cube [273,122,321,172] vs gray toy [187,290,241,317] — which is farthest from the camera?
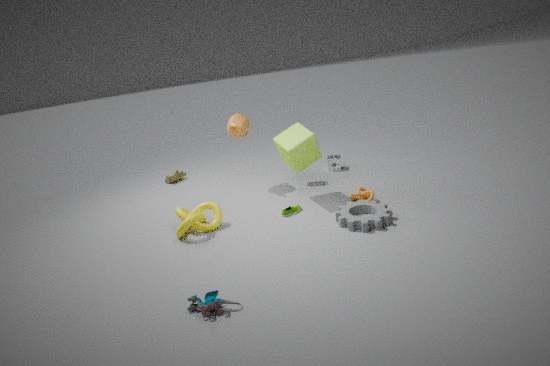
cube [273,122,321,172]
